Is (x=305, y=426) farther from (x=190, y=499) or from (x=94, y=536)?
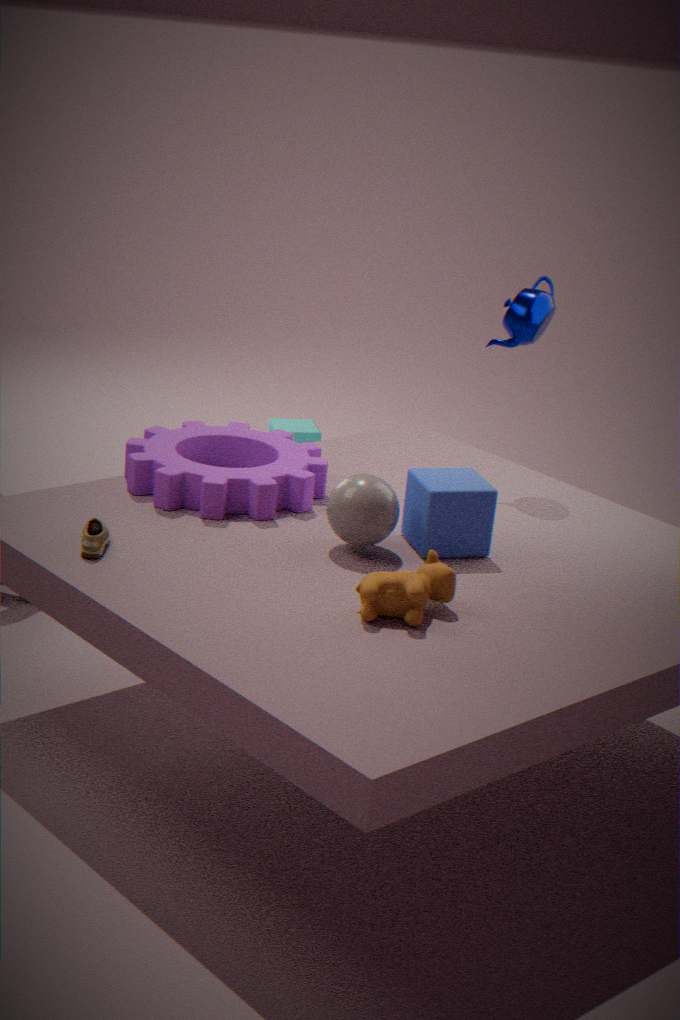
(x=94, y=536)
